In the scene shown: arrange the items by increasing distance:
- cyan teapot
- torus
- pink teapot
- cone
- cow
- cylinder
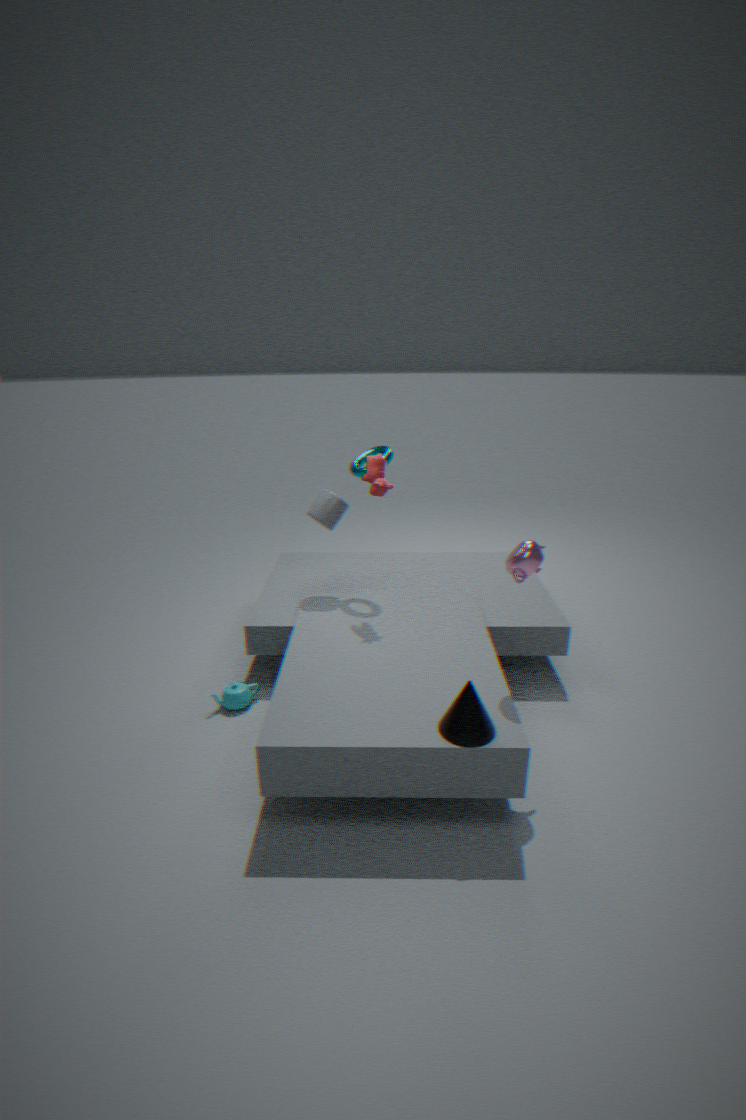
cone
pink teapot
cow
cyan teapot
torus
cylinder
